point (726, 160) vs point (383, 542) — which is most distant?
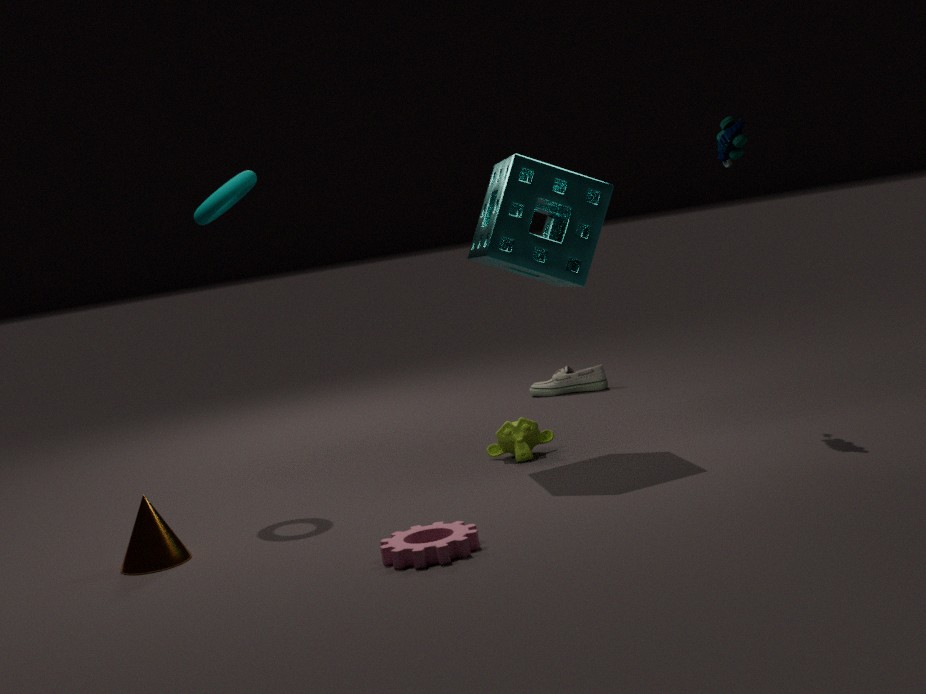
point (726, 160)
